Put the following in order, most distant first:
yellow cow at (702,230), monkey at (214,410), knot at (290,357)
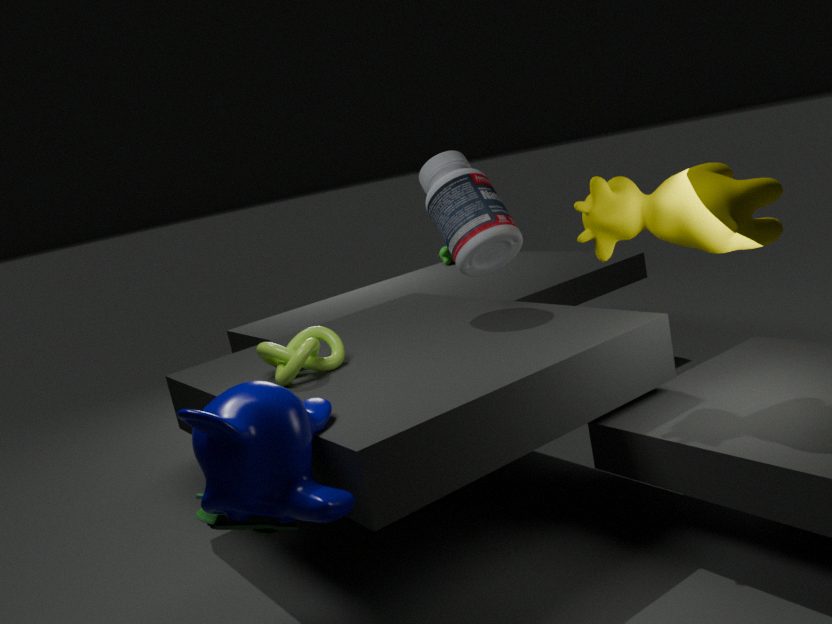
knot at (290,357) < yellow cow at (702,230) < monkey at (214,410)
